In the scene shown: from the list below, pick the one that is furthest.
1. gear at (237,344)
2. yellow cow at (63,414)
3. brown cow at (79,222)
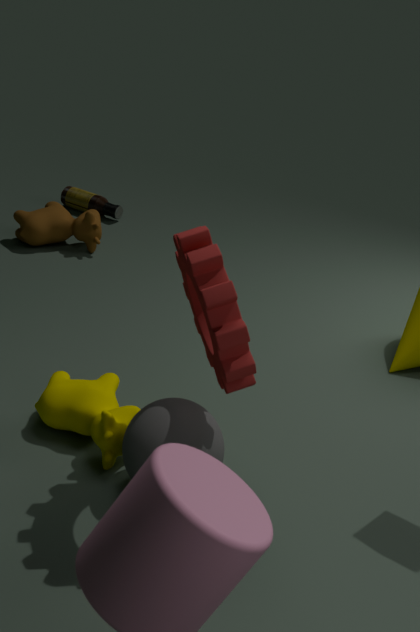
brown cow at (79,222)
